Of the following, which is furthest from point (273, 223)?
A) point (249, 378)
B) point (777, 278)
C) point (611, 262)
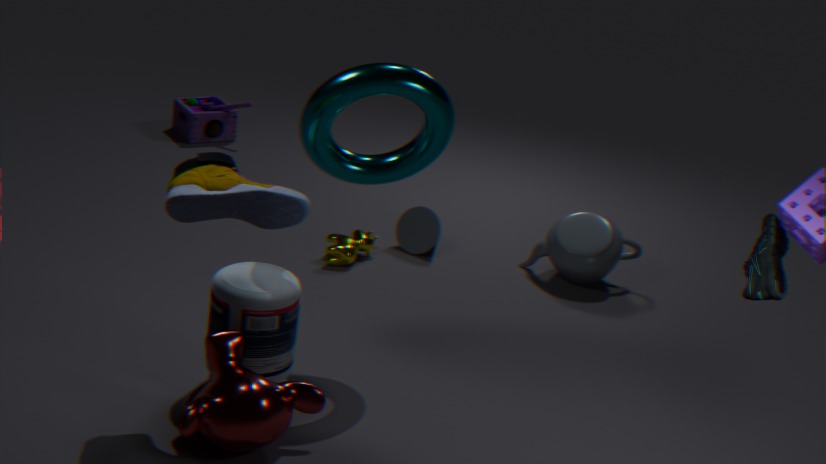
point (611, 262)
